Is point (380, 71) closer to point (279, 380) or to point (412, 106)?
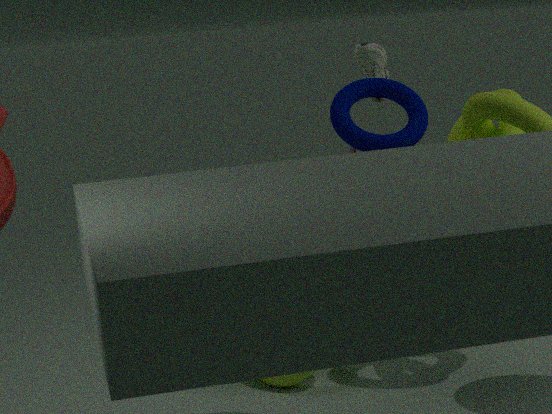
point (412, 106)
